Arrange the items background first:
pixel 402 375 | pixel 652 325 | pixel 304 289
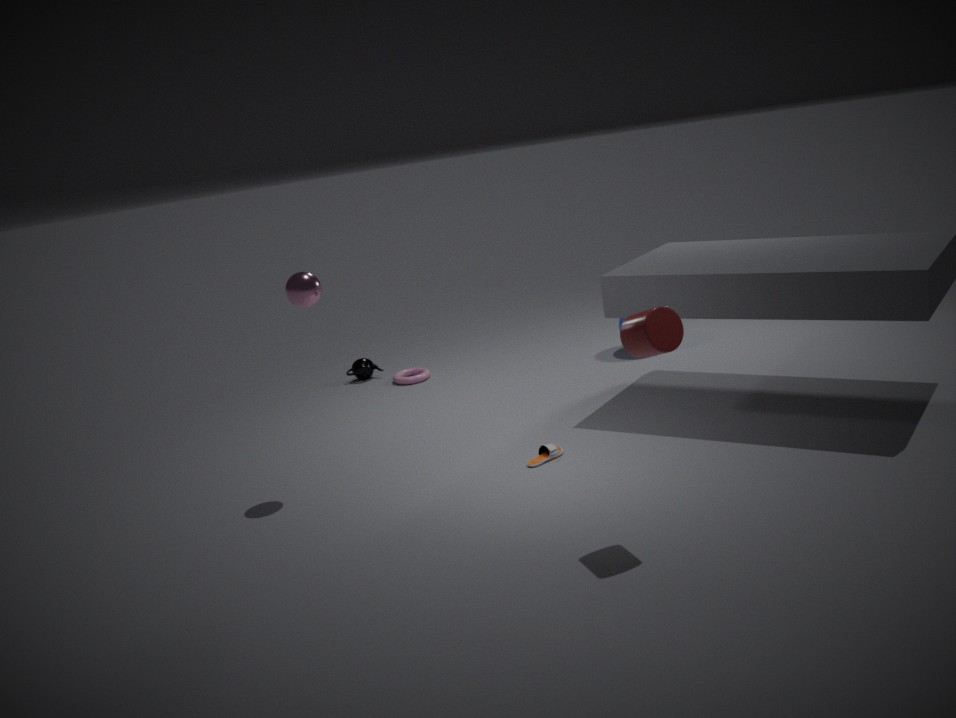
pixel 402 375
pixel 304 289
pixel 652 325
